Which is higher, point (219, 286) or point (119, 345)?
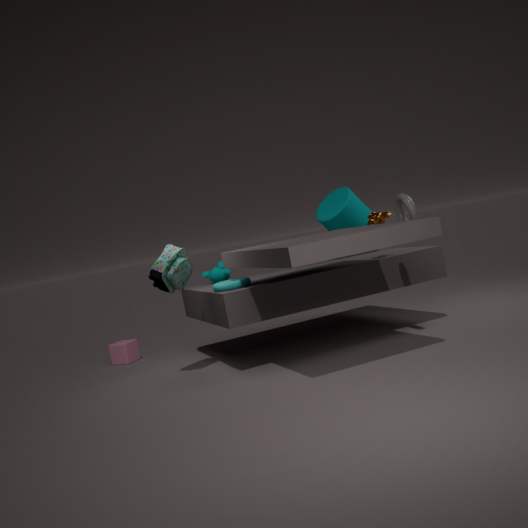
point (219, 286)
